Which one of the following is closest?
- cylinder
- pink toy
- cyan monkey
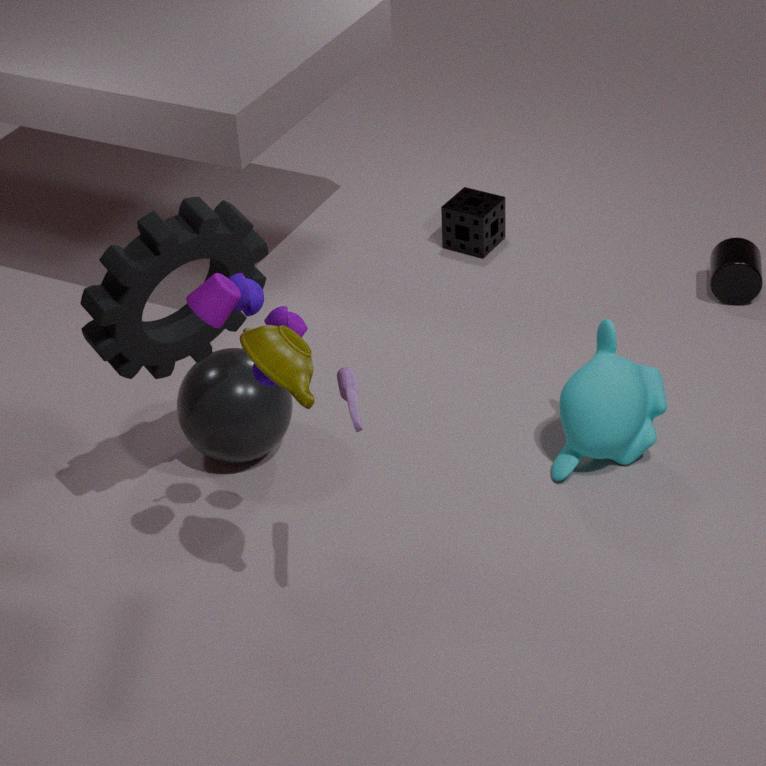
pink toy
